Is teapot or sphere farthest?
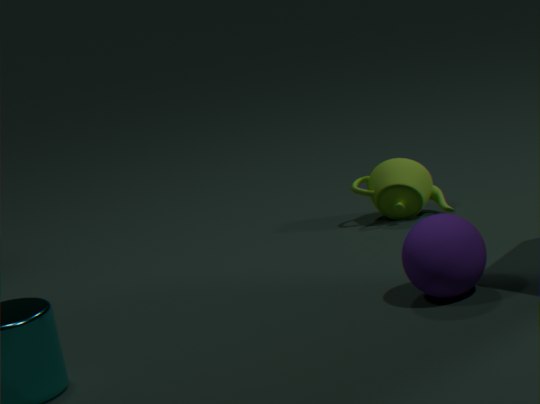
teapot
